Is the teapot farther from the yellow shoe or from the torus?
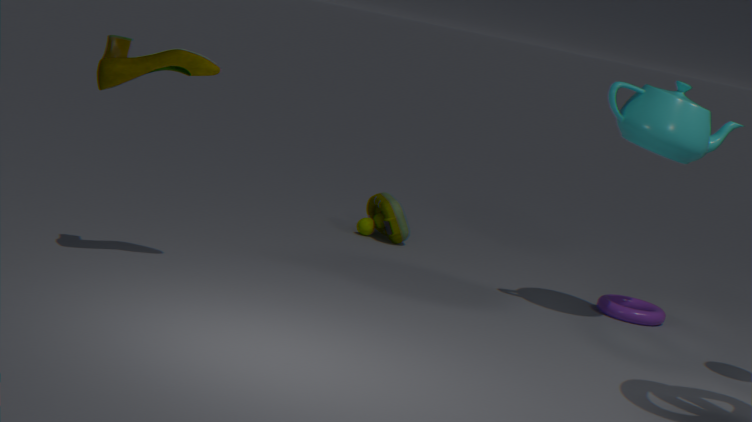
the yellow shoe
